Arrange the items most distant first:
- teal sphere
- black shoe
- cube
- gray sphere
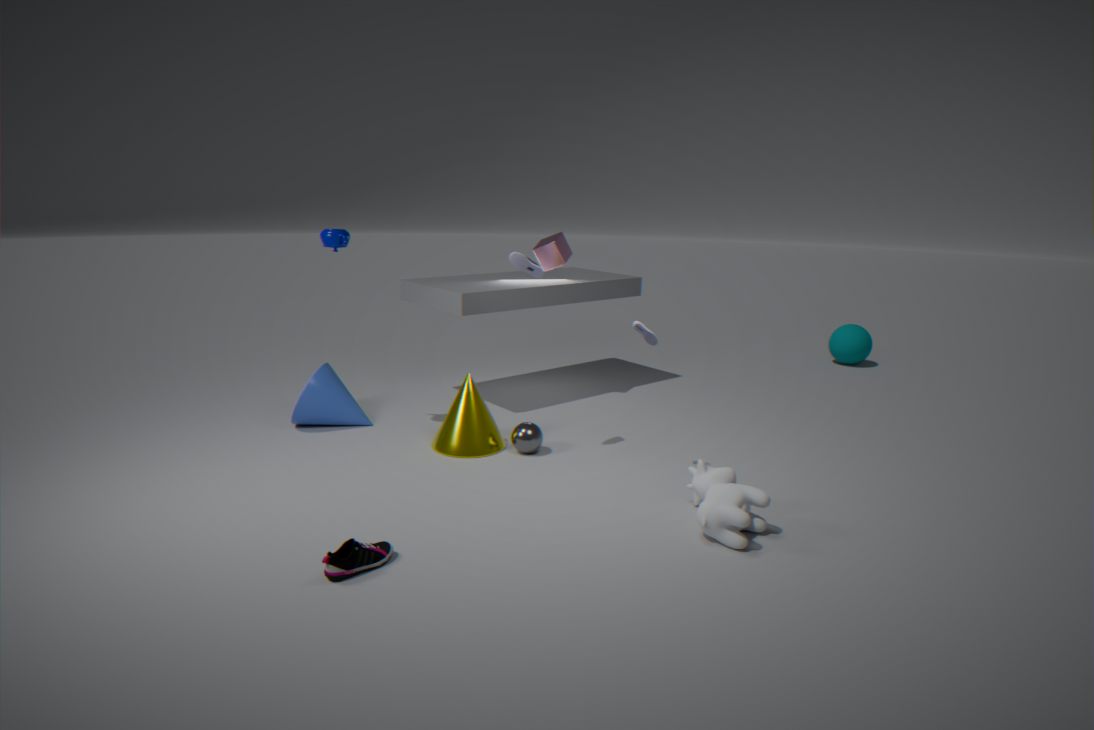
teal sphere < cube < gray sphere < black shoe
